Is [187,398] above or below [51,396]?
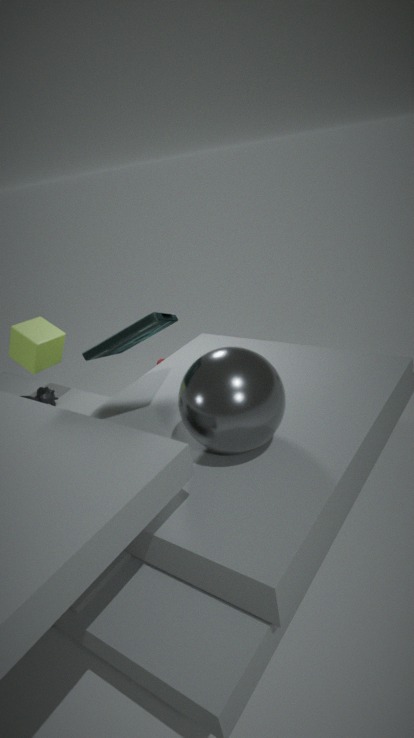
above
